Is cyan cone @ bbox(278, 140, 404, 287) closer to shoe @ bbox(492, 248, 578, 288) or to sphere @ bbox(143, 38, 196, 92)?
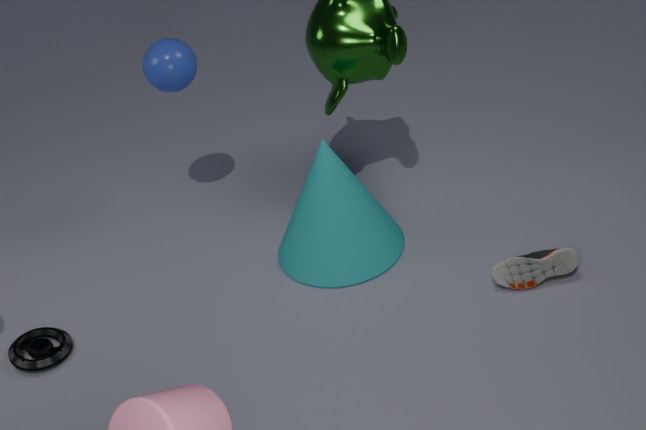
shoe @ bbox(492, 248, 578, 288)
